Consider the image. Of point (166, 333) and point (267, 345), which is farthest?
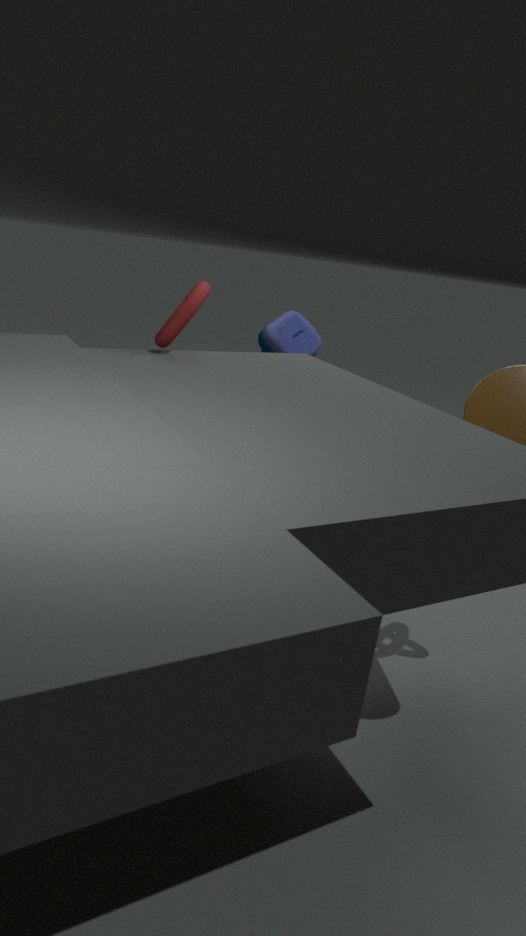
point (267, 345)
